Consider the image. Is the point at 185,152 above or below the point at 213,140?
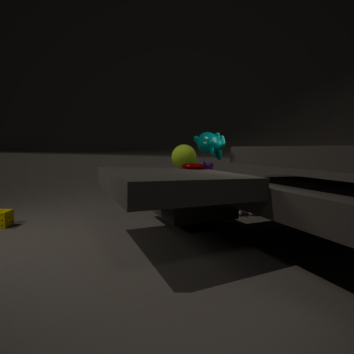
below
